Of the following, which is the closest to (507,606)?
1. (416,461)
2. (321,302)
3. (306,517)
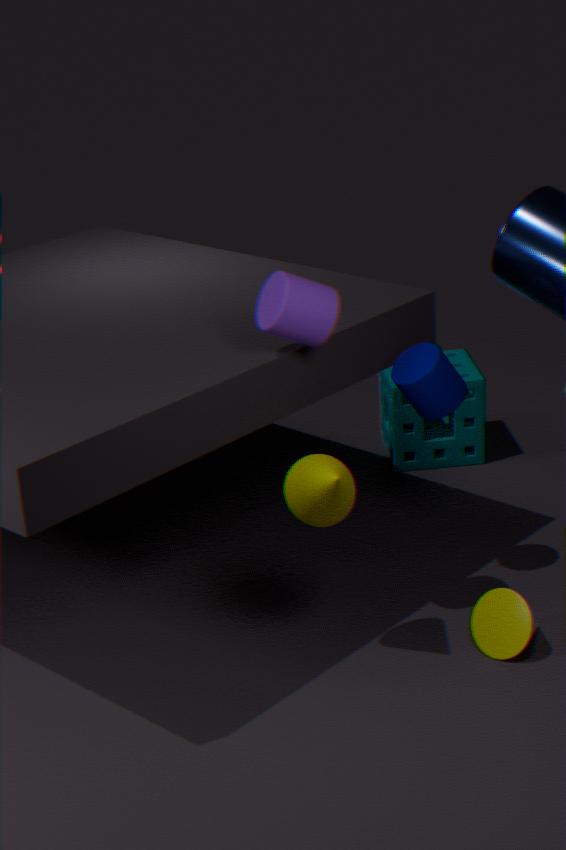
(306,517)
